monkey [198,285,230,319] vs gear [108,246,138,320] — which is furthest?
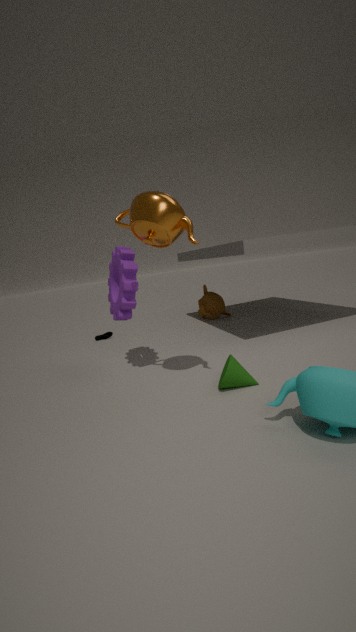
monkey [198,285,230,319]
